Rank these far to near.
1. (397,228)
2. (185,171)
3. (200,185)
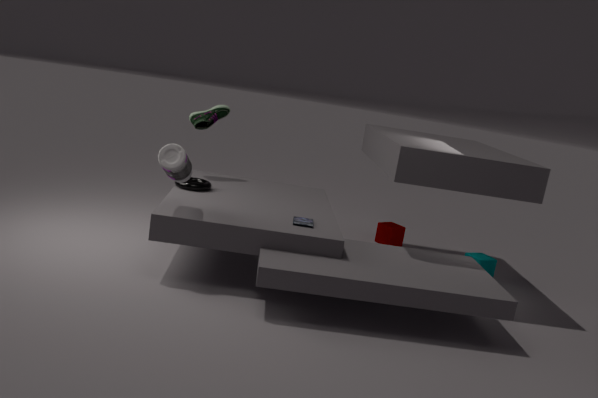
(397,228) → (200,185) → (185,171)
